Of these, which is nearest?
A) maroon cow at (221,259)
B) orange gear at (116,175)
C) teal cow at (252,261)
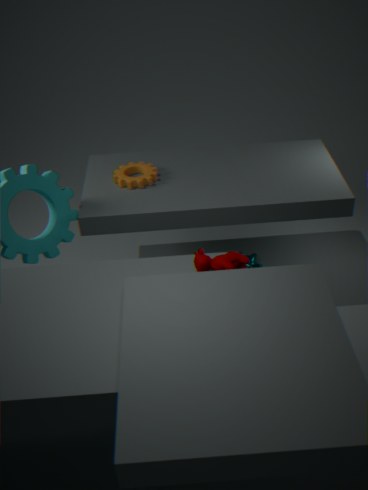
maroon cow at (221,259)
